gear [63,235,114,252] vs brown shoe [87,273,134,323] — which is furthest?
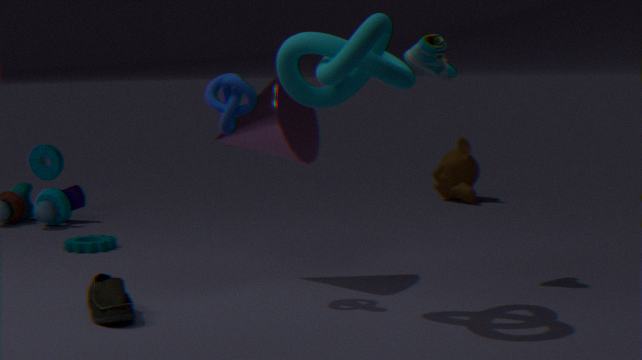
gear [63,235,114,252]
